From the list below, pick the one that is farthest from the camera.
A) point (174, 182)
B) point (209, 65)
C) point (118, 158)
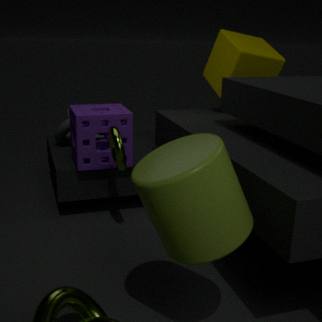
point (209, 65)
